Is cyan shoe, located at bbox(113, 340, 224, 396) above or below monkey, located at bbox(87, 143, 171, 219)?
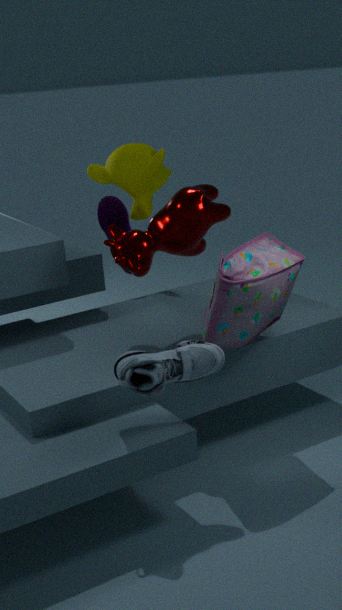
below
